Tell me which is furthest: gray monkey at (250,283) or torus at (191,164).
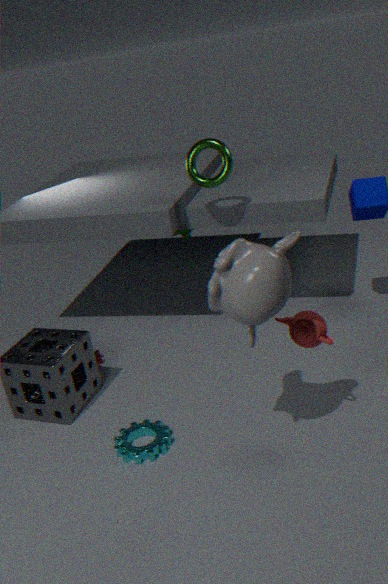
torus at (191,164)
